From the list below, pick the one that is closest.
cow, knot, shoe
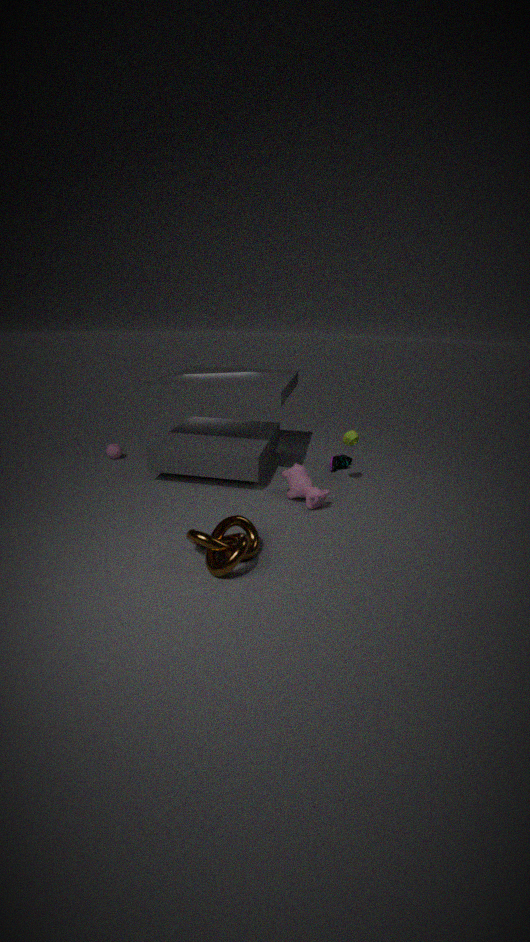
knot
